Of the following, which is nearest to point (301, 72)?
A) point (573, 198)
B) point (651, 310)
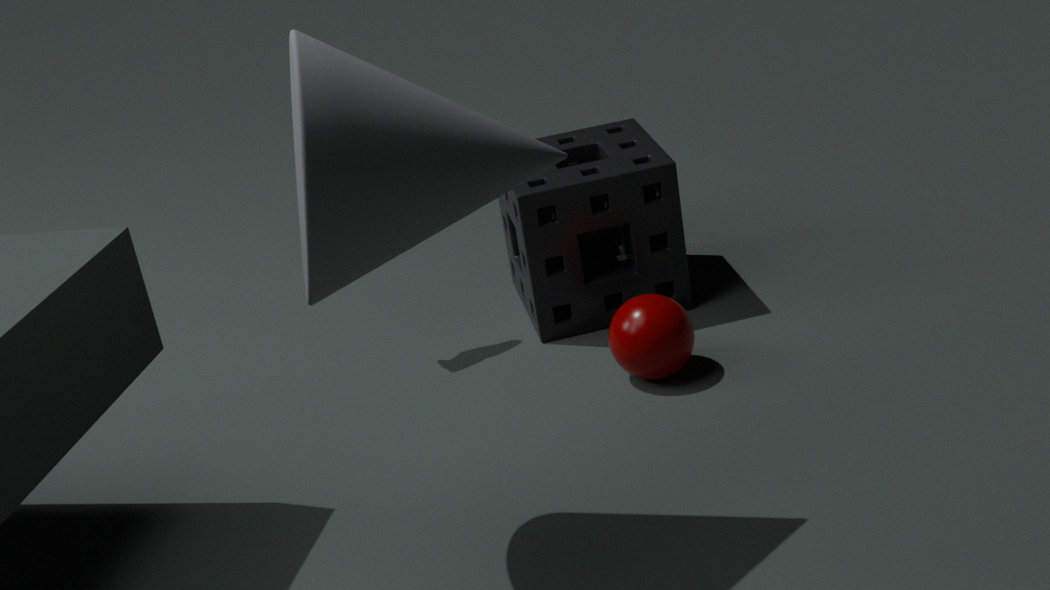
point (651, 310)
